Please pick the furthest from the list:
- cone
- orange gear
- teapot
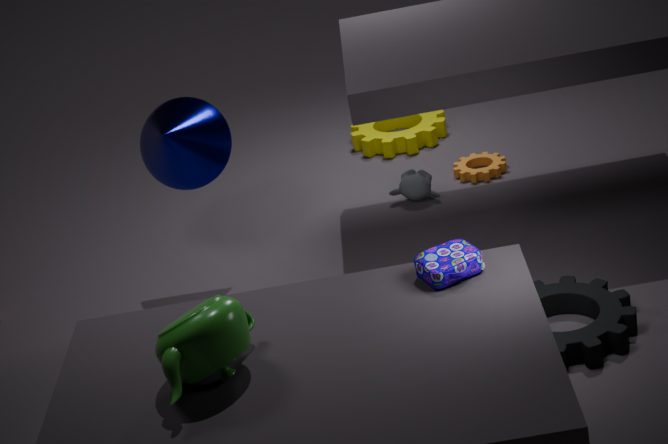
orange gear
